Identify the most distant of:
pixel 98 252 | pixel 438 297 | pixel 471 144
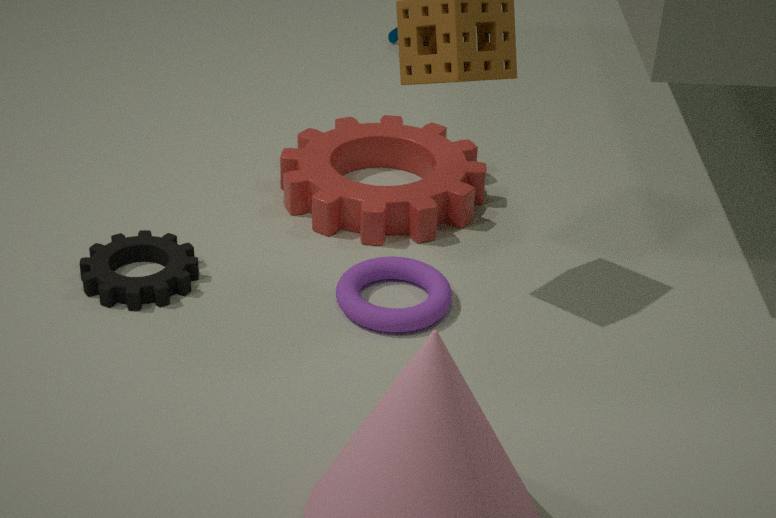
pixel 471 144
